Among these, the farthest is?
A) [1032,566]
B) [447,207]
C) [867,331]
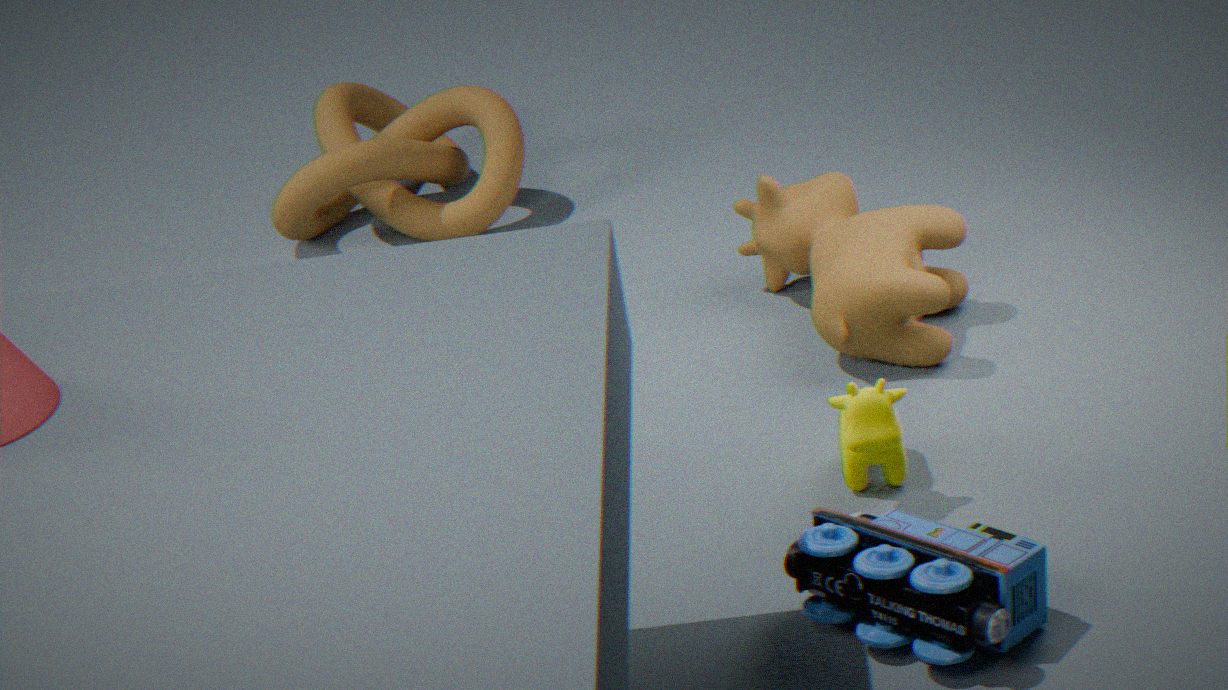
[447,207]
